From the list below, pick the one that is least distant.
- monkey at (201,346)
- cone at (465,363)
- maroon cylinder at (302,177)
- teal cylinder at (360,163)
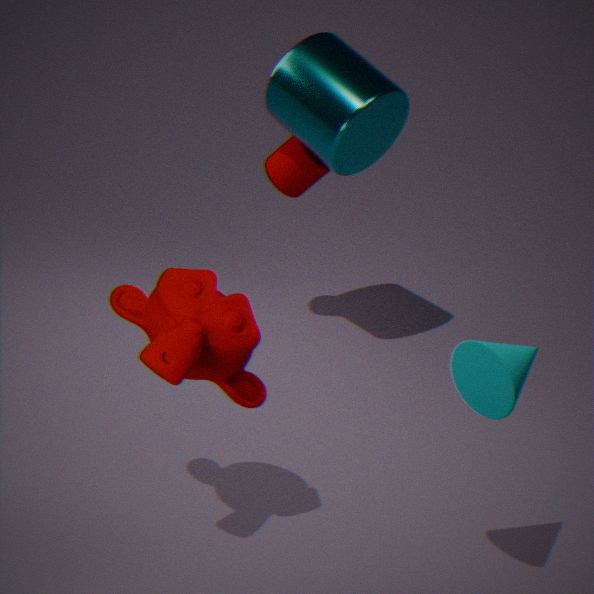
cone at (465,363)
